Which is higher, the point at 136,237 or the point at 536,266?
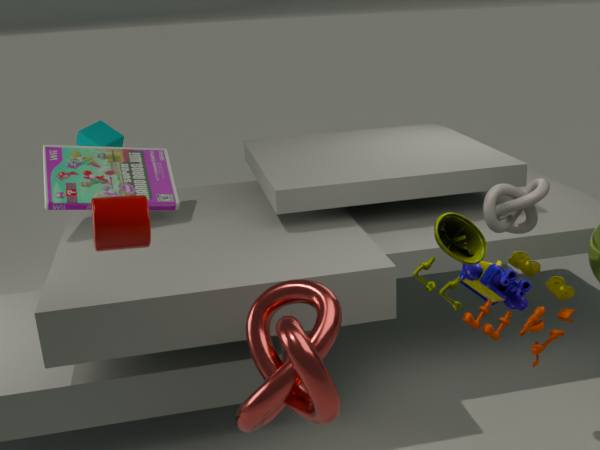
the point at 136,237
